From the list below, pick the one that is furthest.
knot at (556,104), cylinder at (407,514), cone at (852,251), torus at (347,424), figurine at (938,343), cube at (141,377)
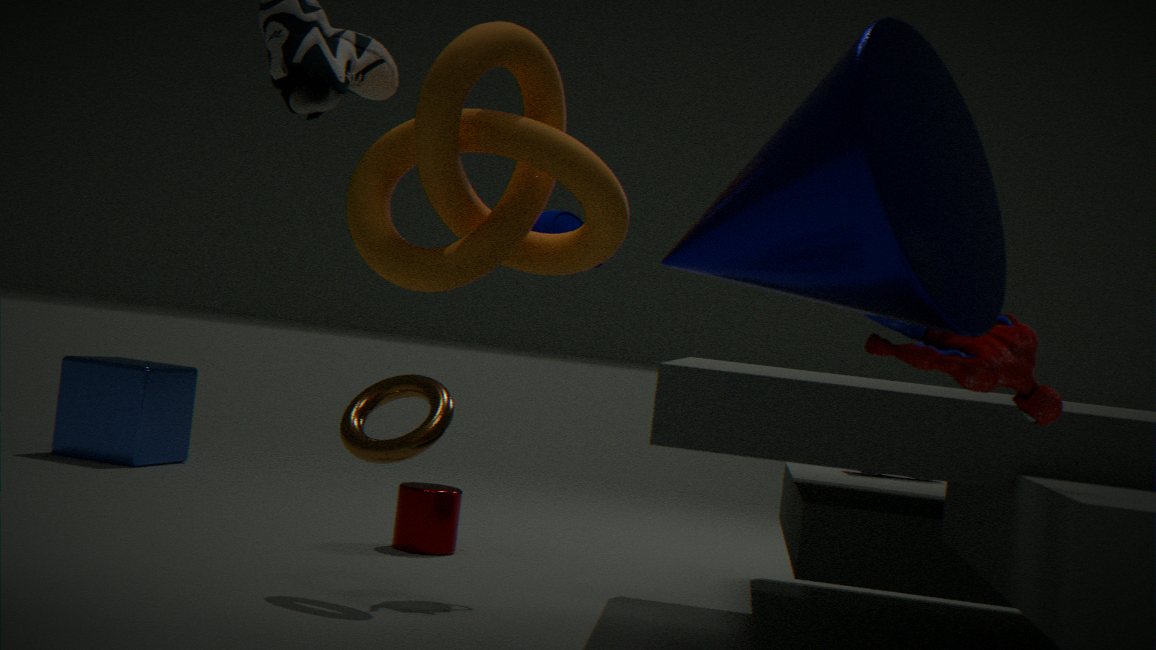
cube at (141,377)
